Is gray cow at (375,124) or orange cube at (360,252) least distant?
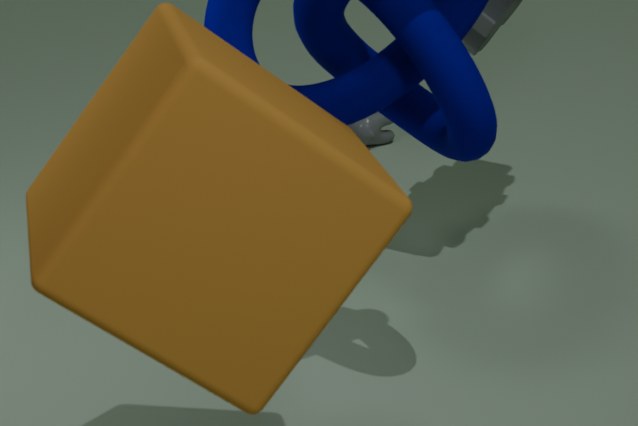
orange cube at (360,252)
